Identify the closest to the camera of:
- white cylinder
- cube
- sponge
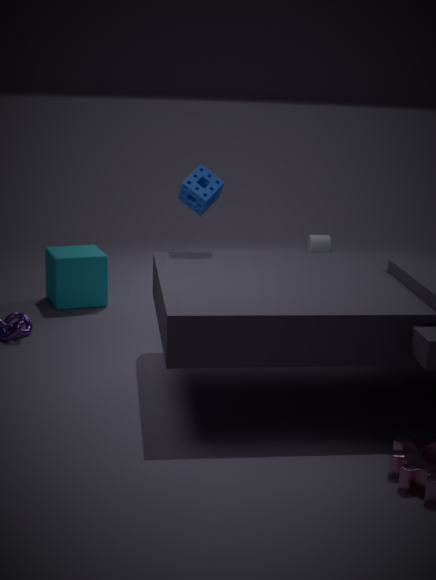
sponge
